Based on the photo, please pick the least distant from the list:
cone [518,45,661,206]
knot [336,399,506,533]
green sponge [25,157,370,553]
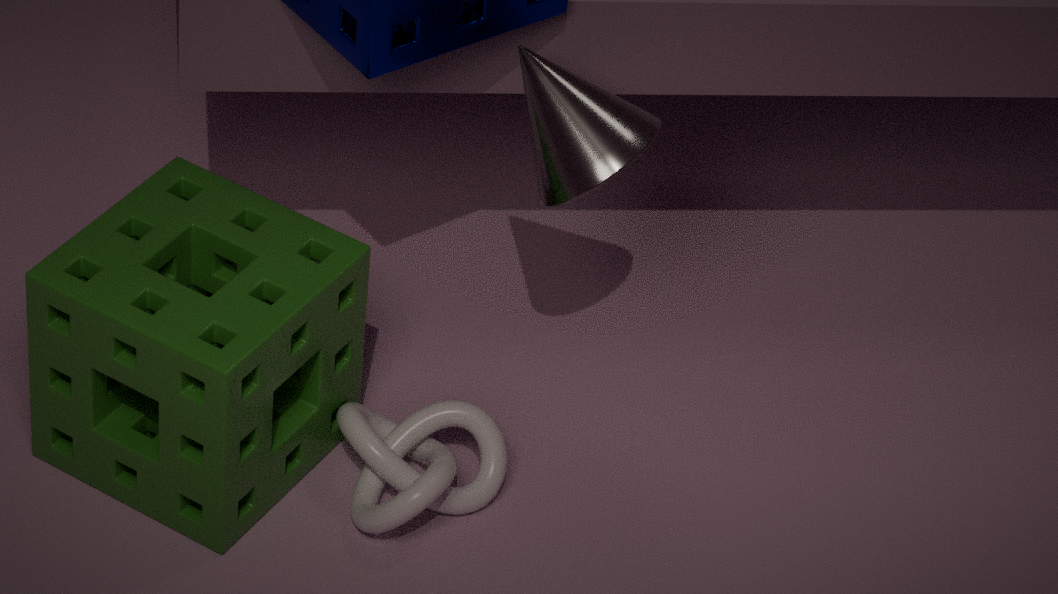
green sponge [25,157,370,553]
